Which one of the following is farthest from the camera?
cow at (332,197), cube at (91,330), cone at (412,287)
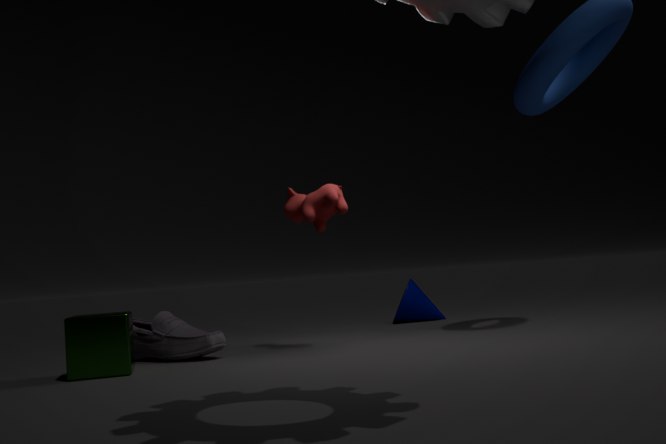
cone at (412,287)
